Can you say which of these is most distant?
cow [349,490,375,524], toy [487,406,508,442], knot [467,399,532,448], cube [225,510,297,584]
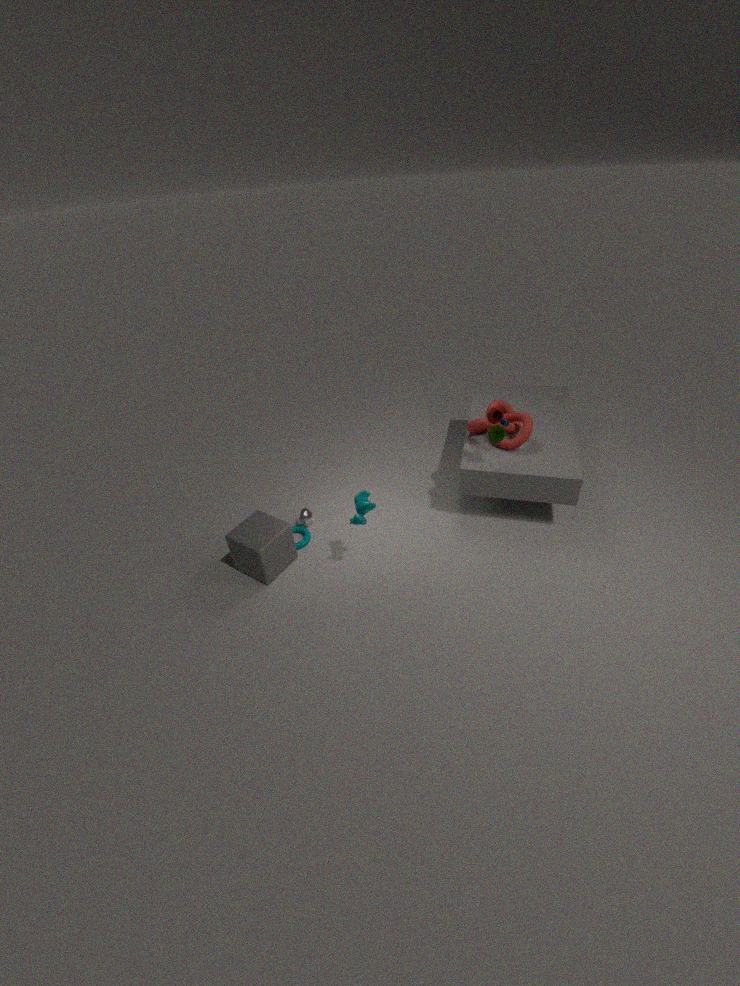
knot [467,399,532,448]
